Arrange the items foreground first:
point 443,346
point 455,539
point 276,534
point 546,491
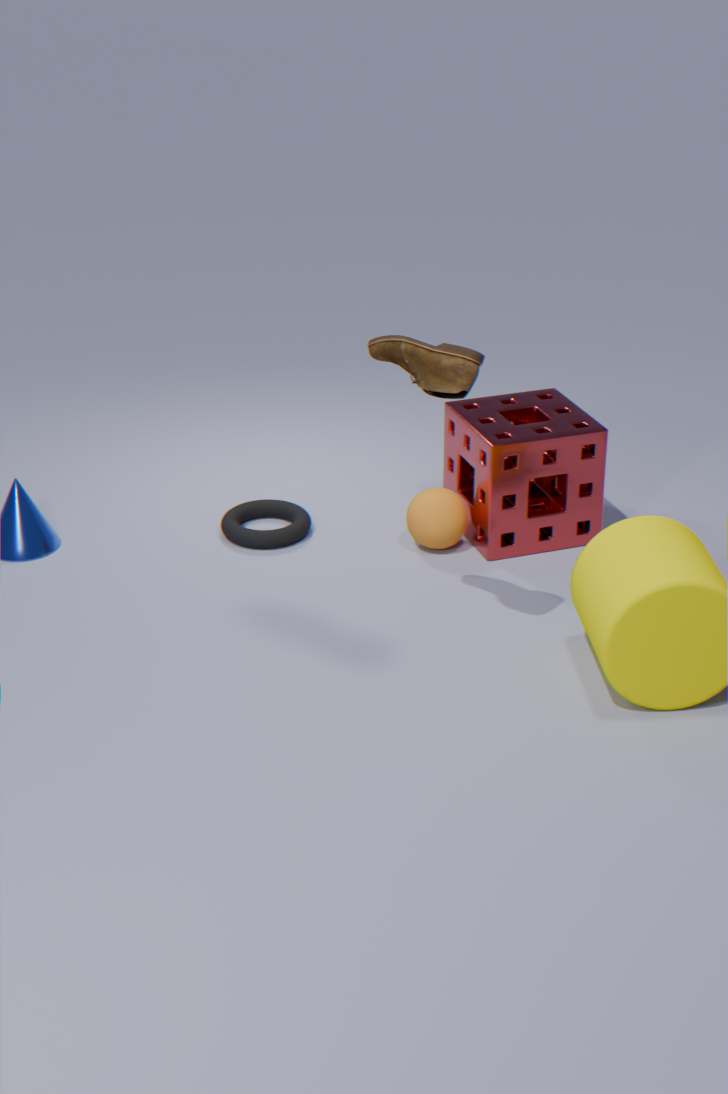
point 443,346 < point 455,539 < point 276,534 < point 546,491
